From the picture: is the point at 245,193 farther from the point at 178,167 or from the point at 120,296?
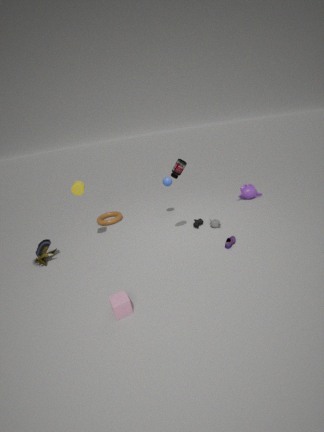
the point at 120,296
